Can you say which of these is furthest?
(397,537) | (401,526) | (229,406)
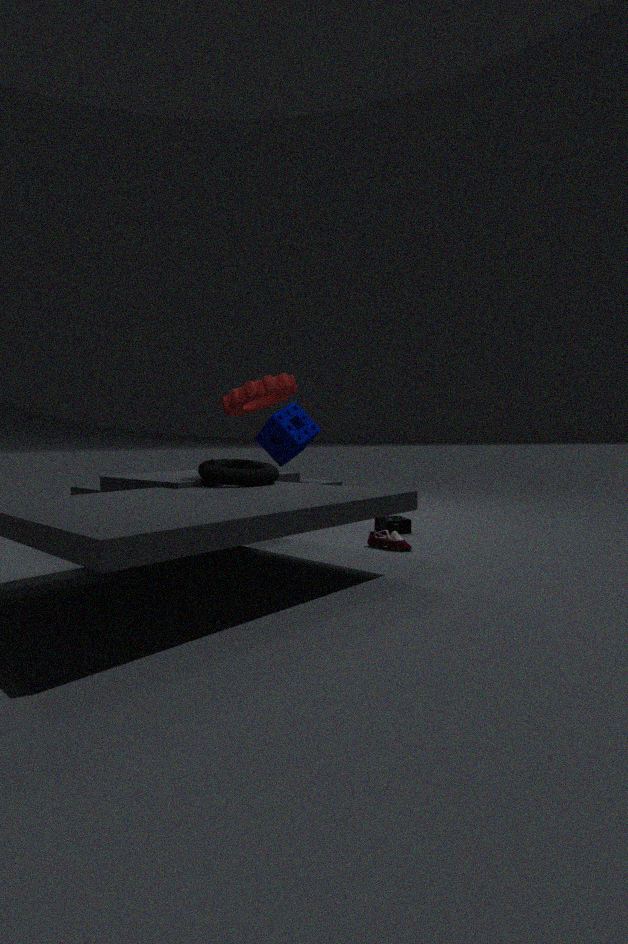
(401,526)
